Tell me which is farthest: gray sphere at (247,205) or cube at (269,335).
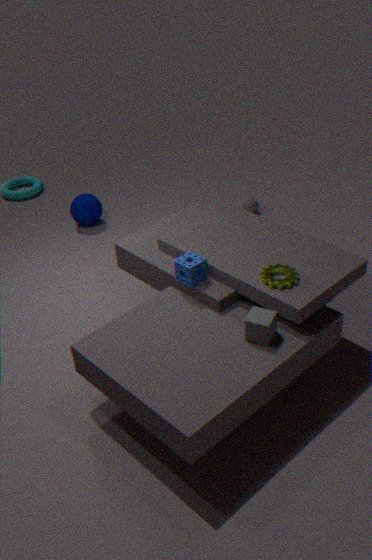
gray sphere at (247,205)
